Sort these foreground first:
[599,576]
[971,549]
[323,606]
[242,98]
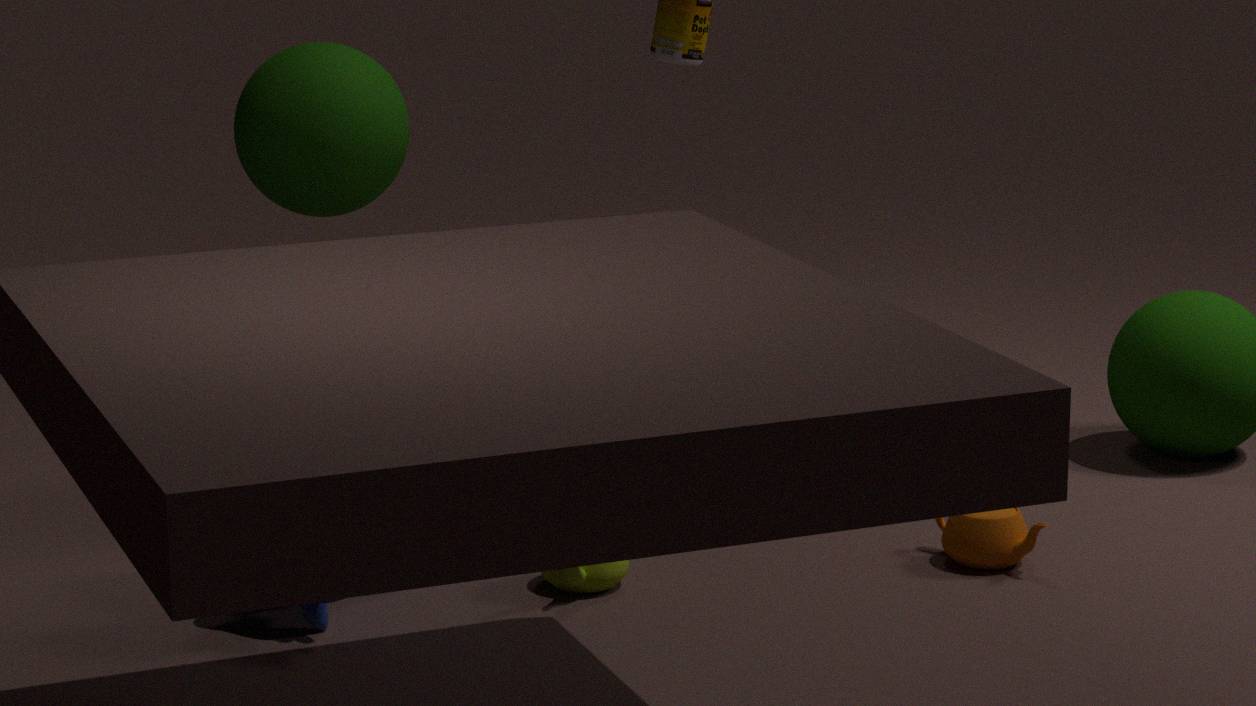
[323,606] < [599,576] < [971,549] < [242,98]
